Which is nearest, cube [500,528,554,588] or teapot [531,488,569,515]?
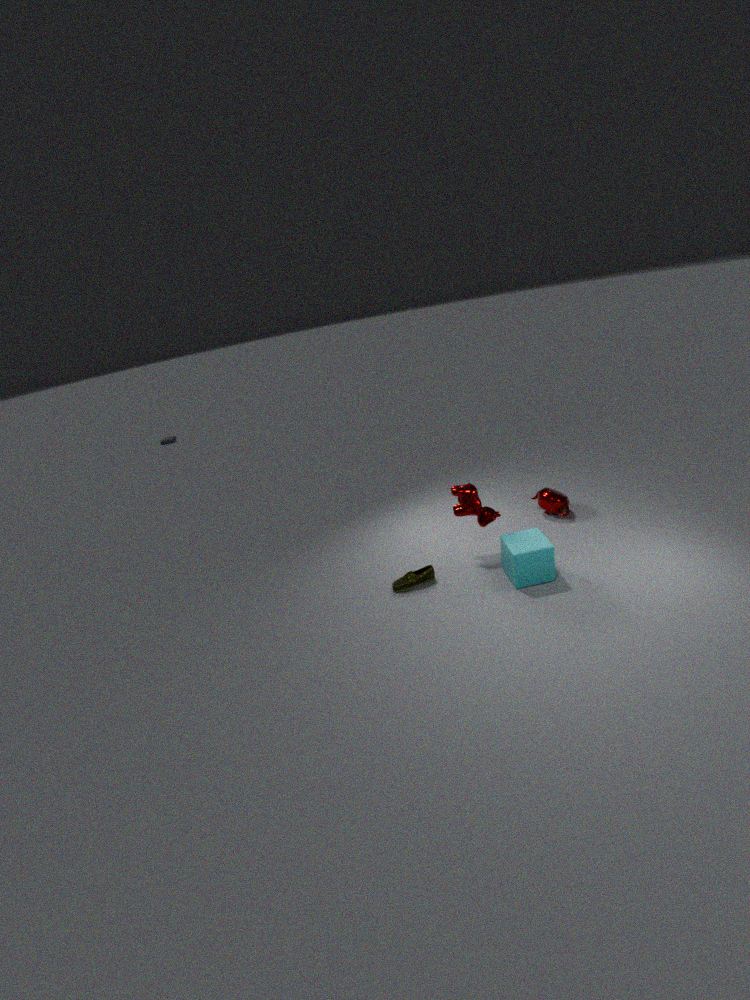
cube [500,528,554,588]
